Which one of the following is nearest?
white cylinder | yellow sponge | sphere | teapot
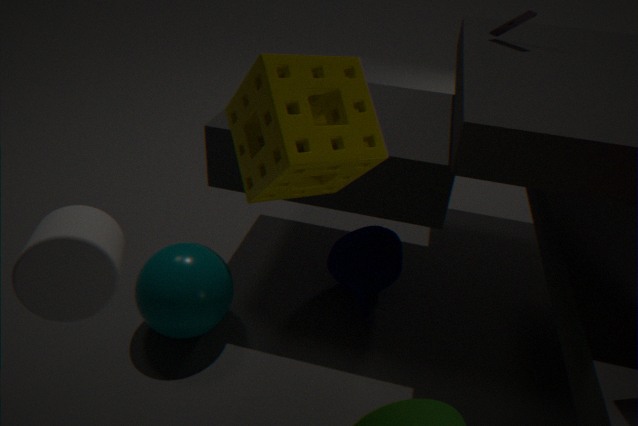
A: yellow sponge
